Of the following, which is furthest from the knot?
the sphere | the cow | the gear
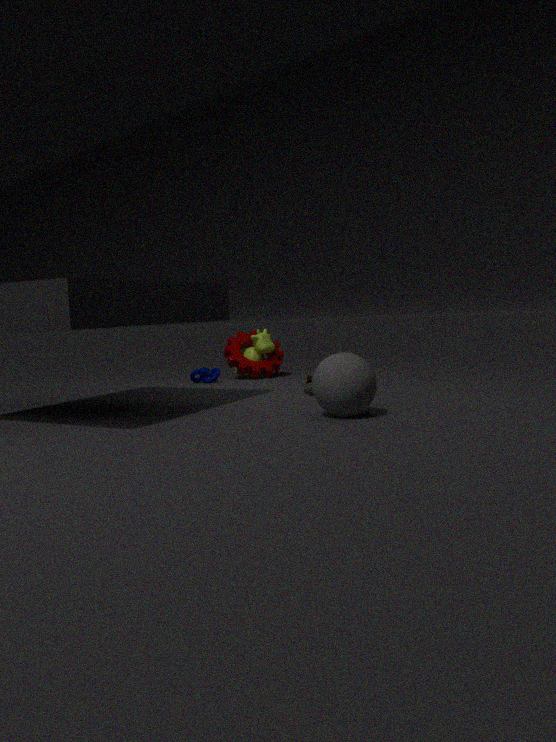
the sphere
